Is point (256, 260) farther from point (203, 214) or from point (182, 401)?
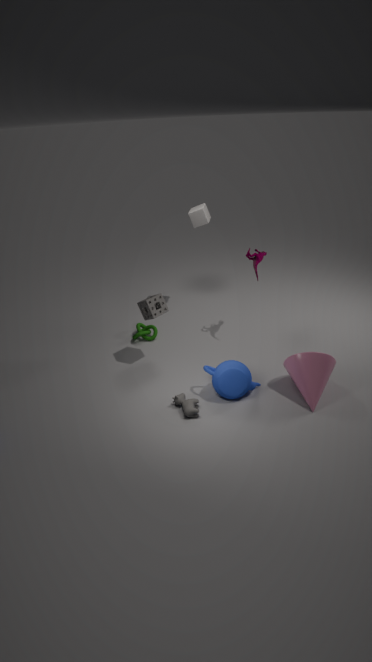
point (182, 401)
